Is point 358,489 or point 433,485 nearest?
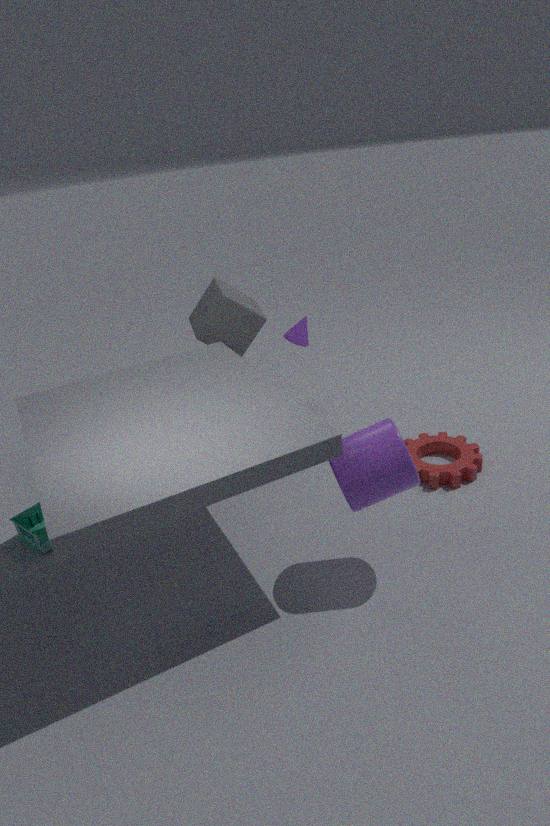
point 358,489
